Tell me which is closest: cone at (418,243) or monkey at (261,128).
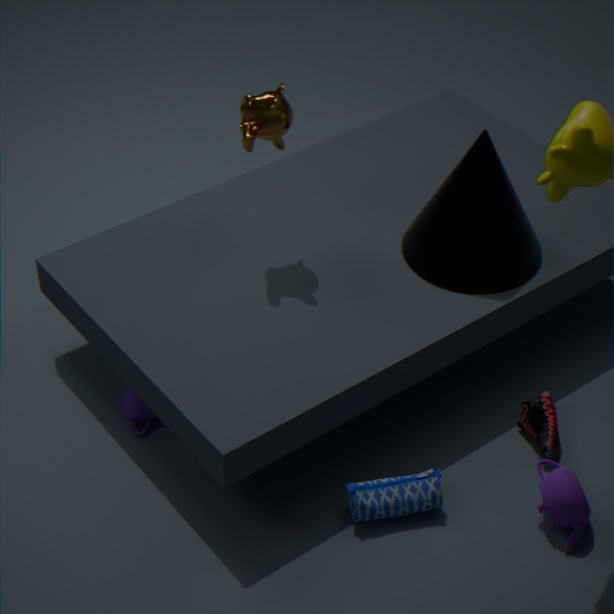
monkey at (261,128)
